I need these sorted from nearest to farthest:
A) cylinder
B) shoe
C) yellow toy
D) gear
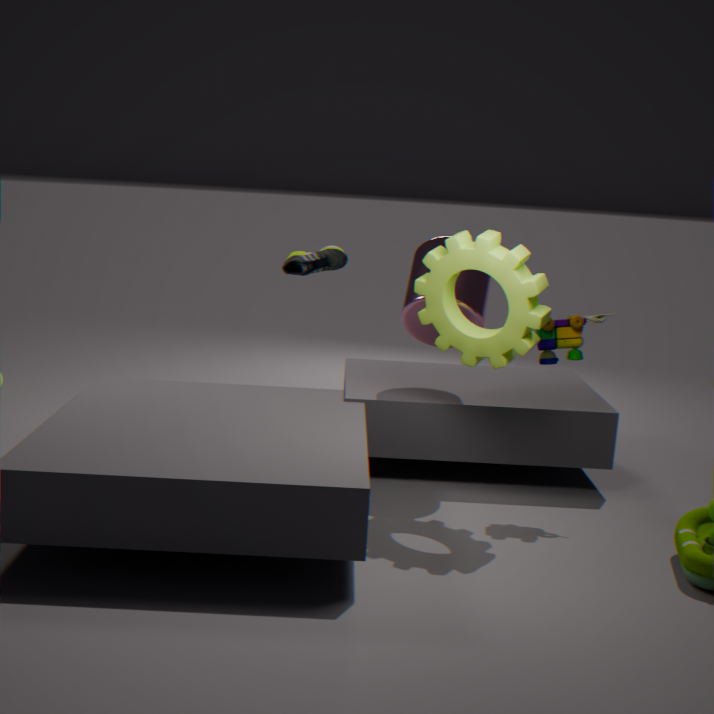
gear
yellow toy
cylinder
shoe
